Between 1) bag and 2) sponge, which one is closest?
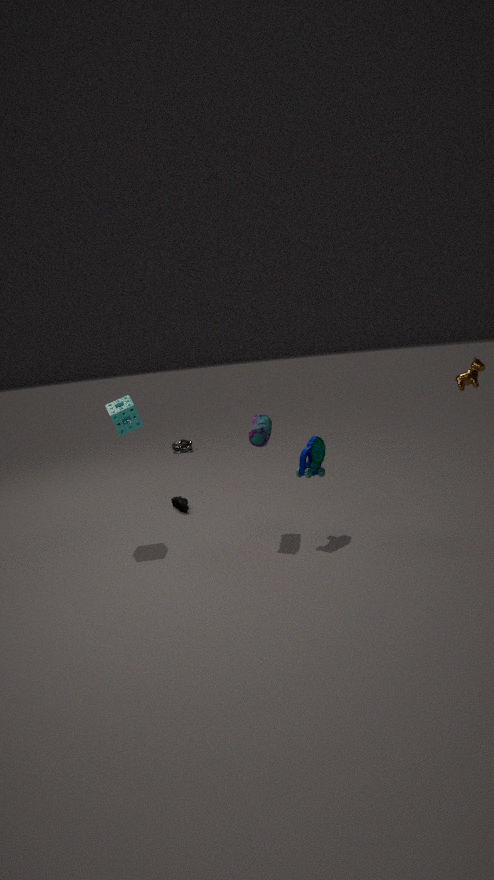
1. bag
